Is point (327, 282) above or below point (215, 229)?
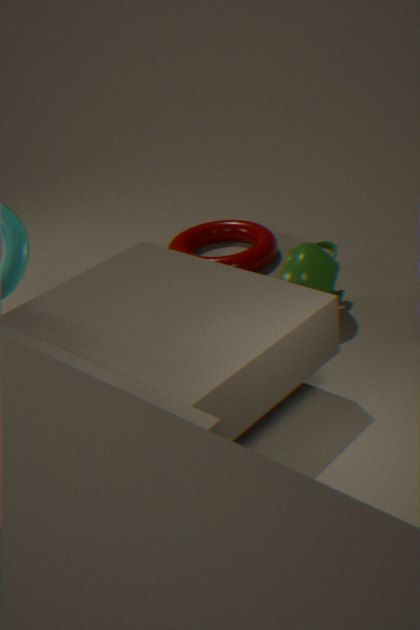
above
